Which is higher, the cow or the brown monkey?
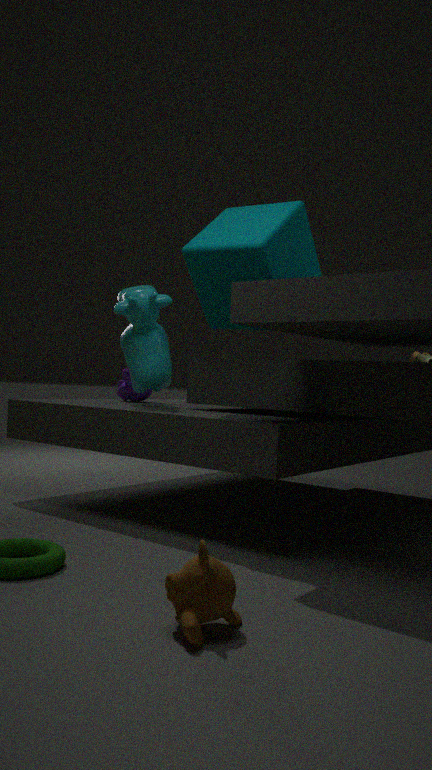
the cow
